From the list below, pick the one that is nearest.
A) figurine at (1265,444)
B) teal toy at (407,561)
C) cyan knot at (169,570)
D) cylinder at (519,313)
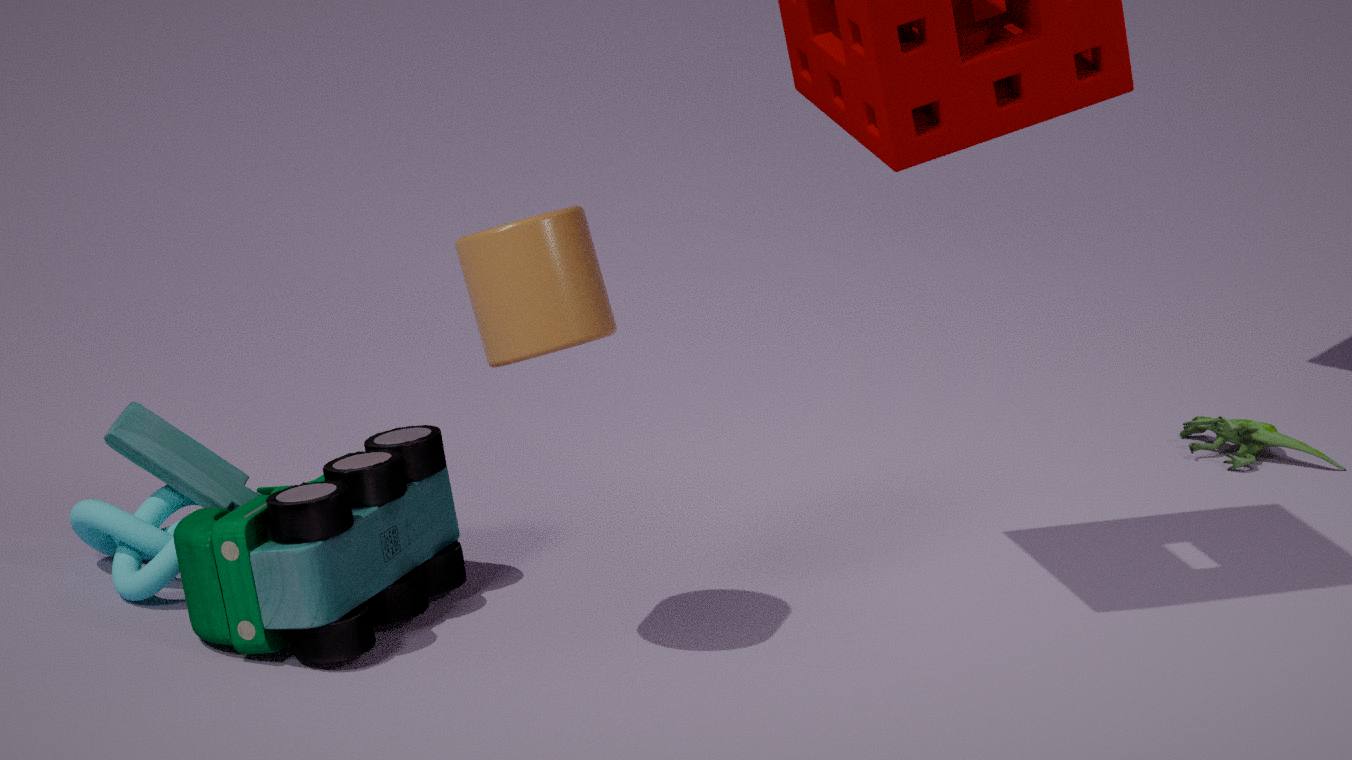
D. cylinder at (519,313)
